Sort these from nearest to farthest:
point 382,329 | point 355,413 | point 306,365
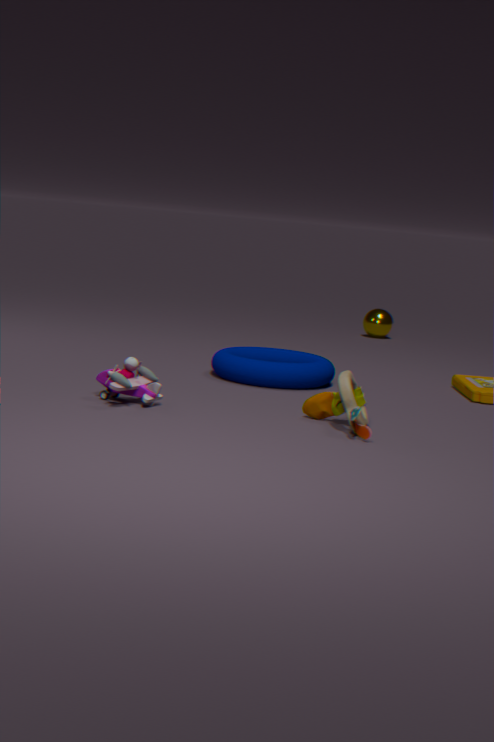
point 355,413 → point 306,365 → point 382,329
